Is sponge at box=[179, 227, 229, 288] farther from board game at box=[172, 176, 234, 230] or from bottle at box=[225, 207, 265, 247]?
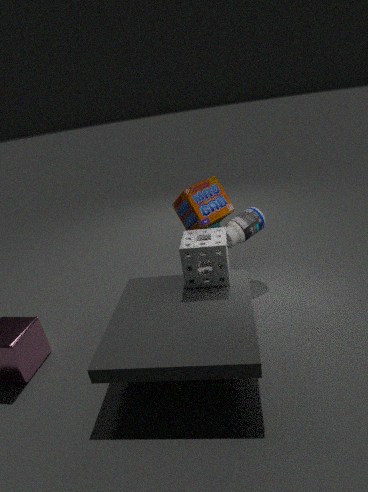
board game at box=[172, 176, 234, 230]
